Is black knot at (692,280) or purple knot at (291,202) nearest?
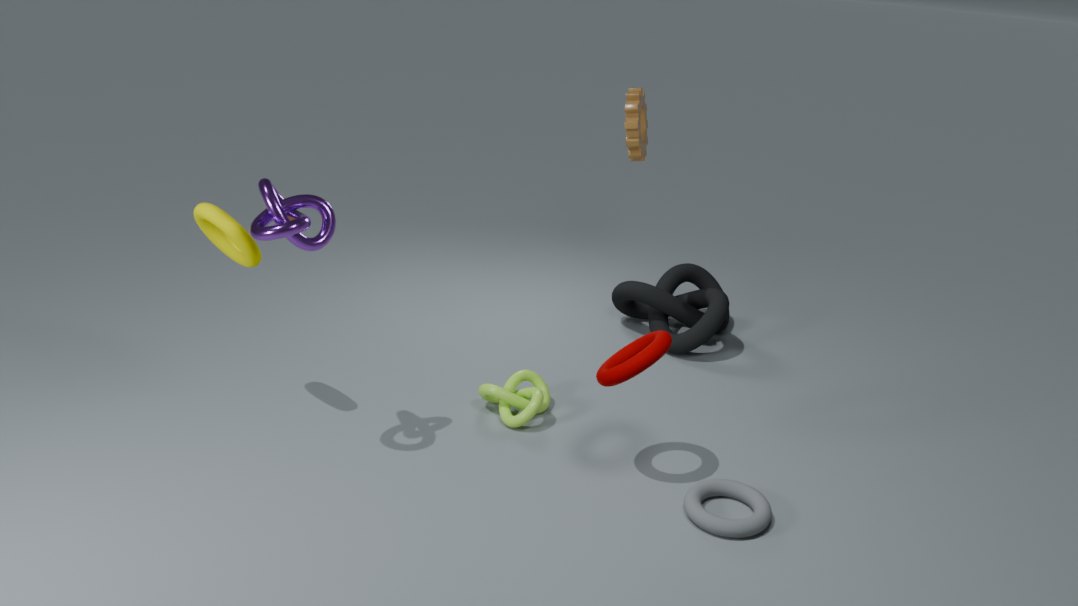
purple knot at (291,202)
